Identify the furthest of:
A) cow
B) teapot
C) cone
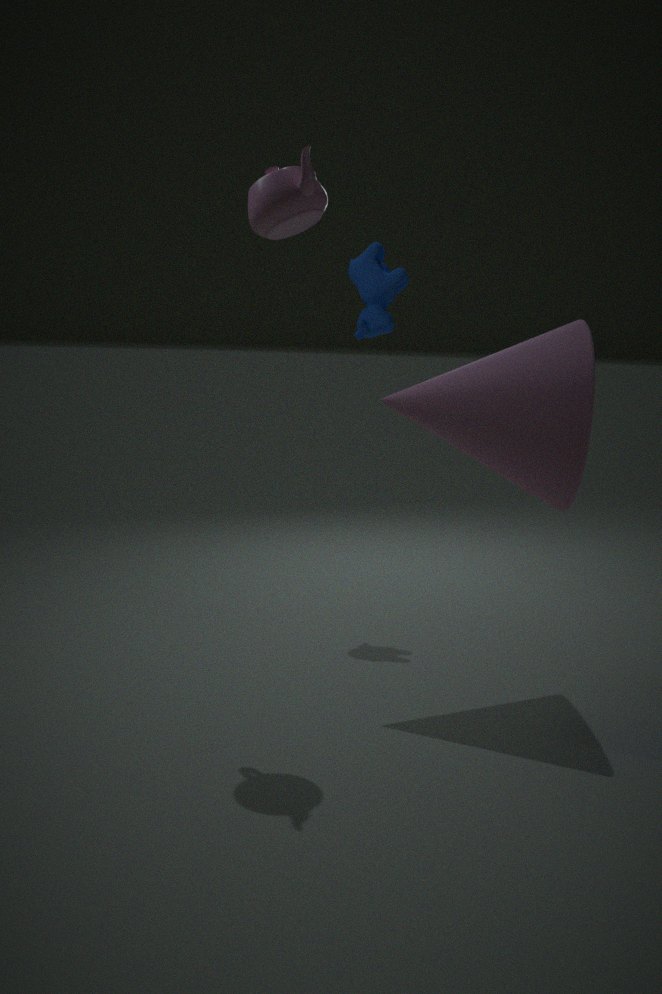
cow
